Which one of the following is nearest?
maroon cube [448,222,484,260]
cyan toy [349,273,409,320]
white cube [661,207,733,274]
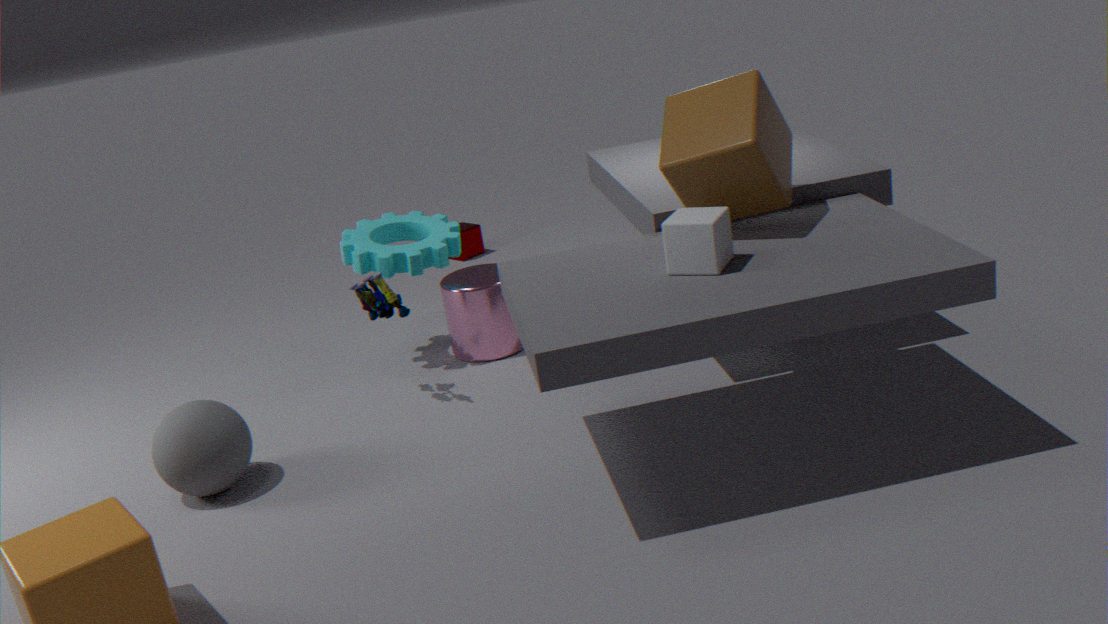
white cube [661,207,733,274]
